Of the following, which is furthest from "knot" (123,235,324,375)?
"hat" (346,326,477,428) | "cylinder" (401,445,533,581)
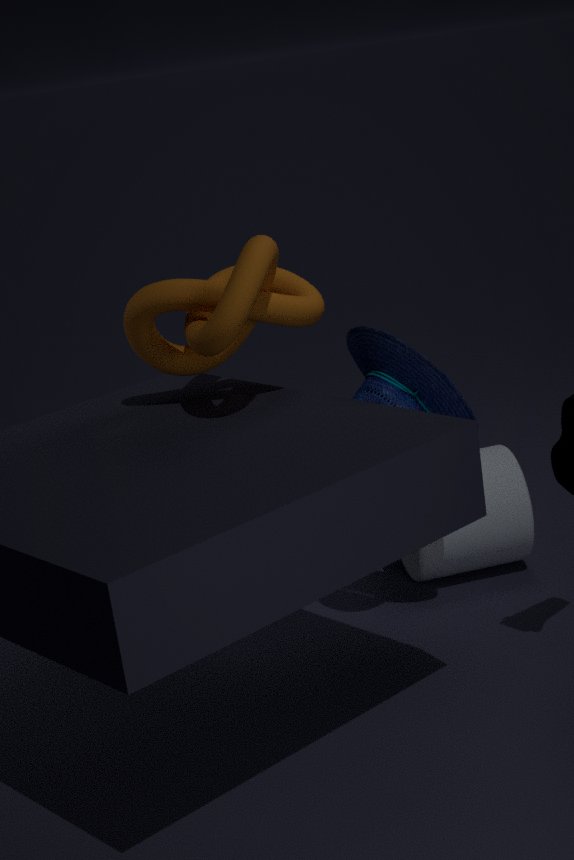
"cylinder" (401,445,533,581)
